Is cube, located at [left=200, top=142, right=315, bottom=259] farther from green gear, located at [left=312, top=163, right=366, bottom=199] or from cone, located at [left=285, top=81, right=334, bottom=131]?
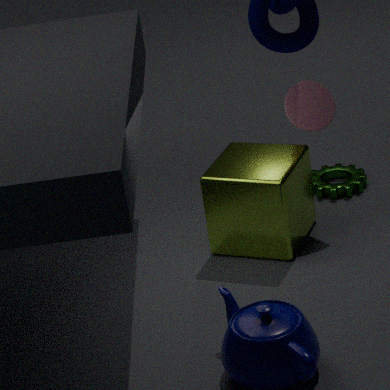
green gear, located at [left=312, top=163, right=366, bottom=199]
